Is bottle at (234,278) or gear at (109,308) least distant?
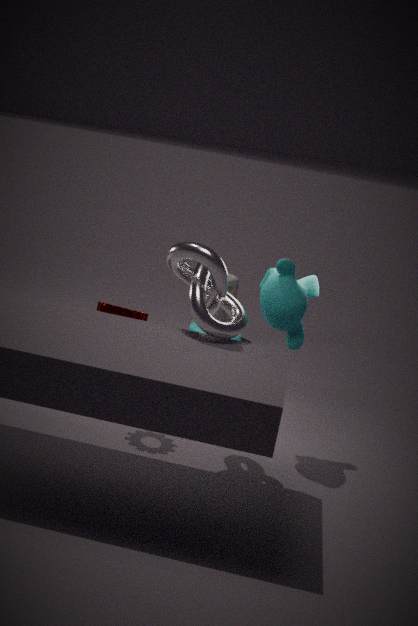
gear at (109,308)
